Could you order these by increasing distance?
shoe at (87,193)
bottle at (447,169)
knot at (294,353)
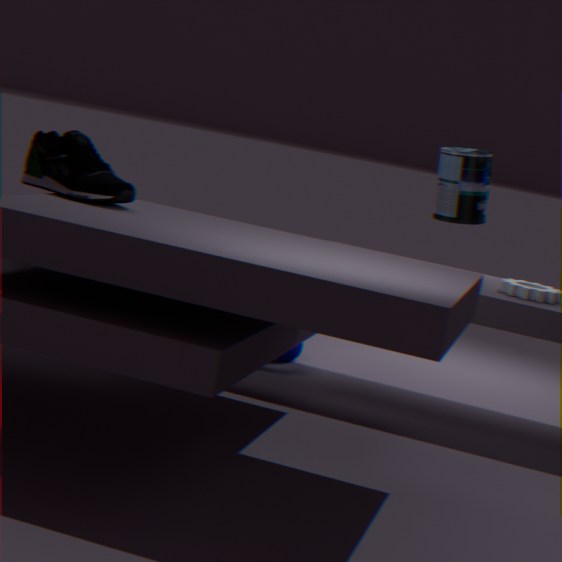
shoe at (87,193)
bottle at (447,169)
knot at (294,353)
